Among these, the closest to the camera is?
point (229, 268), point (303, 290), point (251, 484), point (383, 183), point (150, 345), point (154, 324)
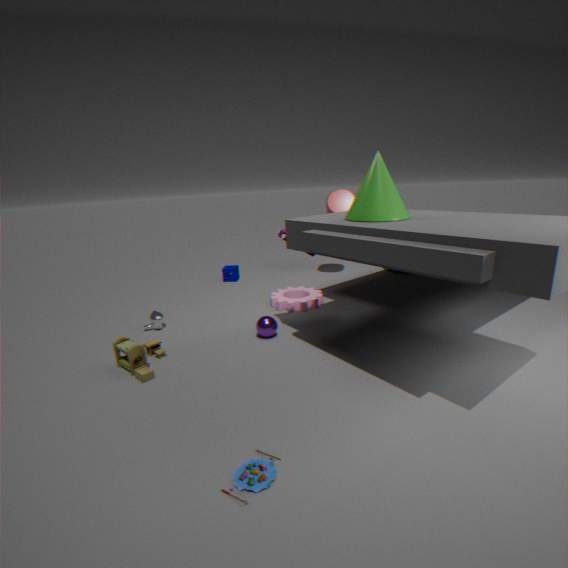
point (251, 484)
